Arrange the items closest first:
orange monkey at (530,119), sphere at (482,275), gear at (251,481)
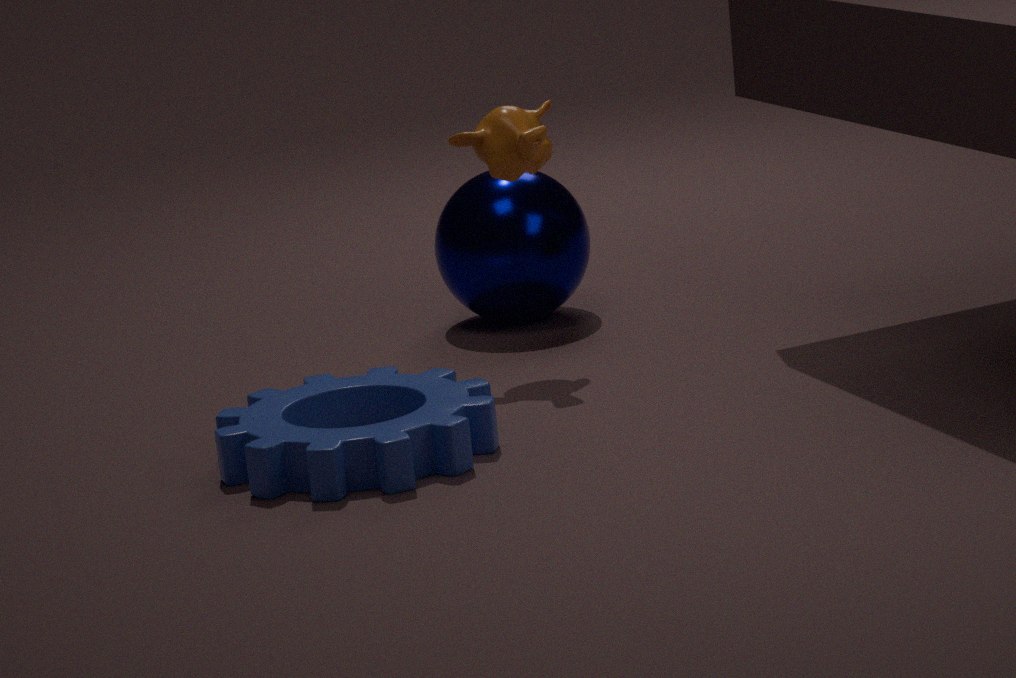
gear at (251,481) → orange monkey at (530,119) → sphere at (482,275)
